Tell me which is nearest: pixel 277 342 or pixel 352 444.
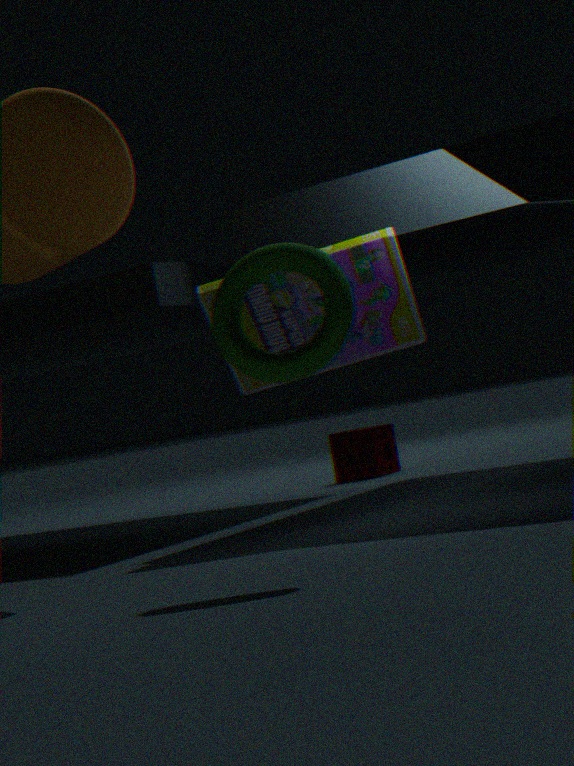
pixel 277 342
